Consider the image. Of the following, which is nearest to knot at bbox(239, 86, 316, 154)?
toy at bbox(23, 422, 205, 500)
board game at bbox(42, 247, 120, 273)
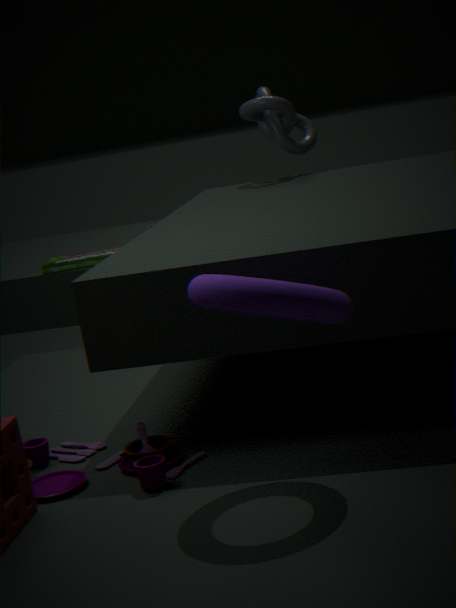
board game at bbox(42, 247, 120, 273)
